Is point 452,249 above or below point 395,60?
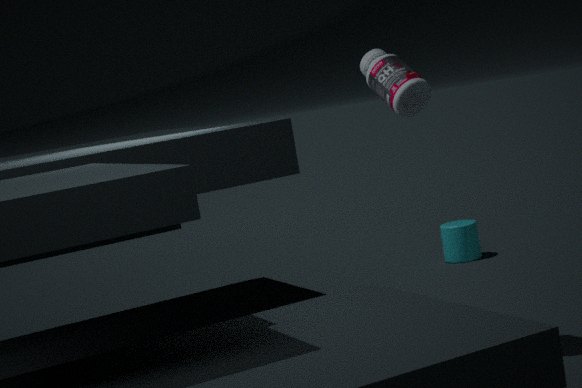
below
